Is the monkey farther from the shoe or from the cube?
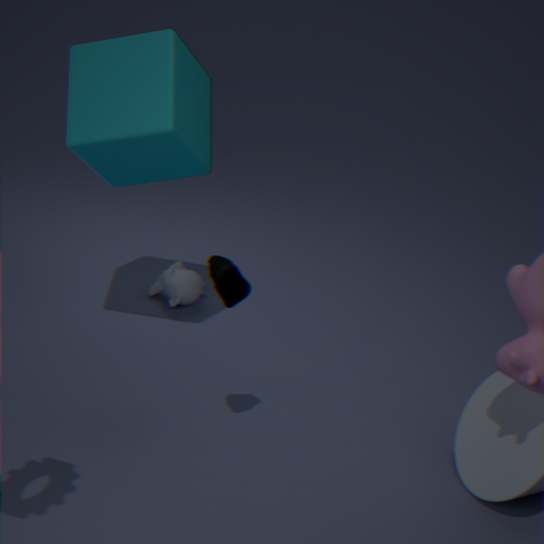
the shoe
